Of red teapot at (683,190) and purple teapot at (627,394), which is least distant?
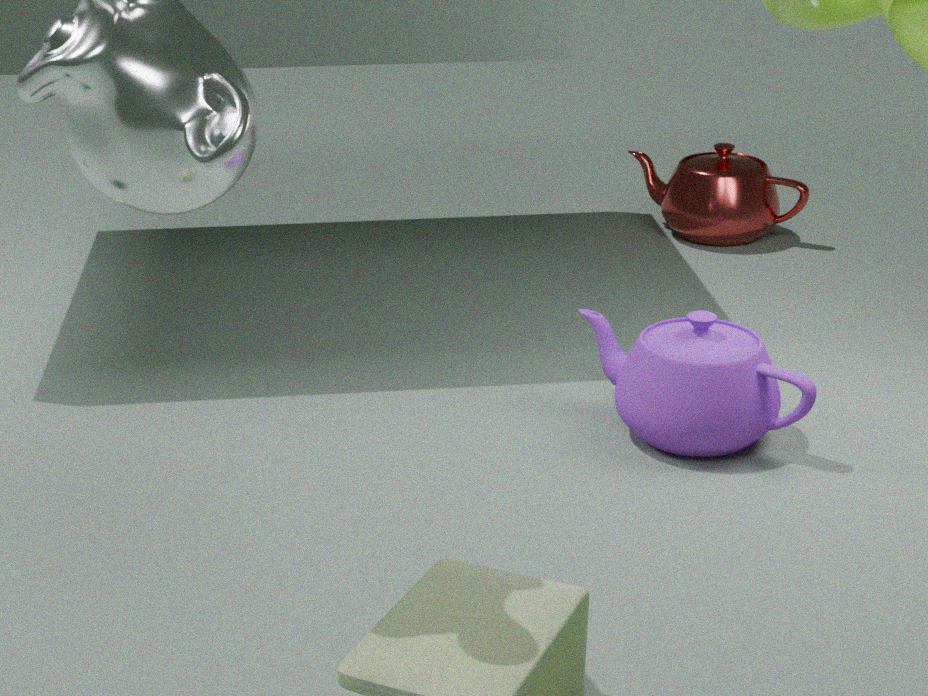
purple teapot at (627,394)
